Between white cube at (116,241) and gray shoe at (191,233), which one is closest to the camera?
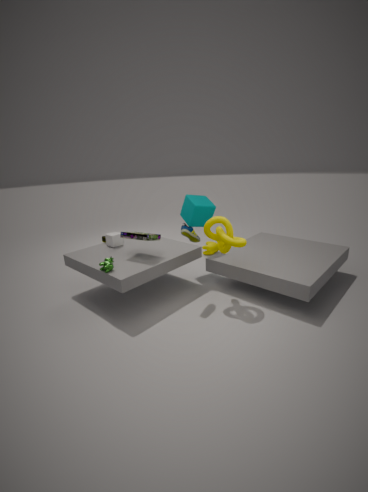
gray shoe at (191,233)
